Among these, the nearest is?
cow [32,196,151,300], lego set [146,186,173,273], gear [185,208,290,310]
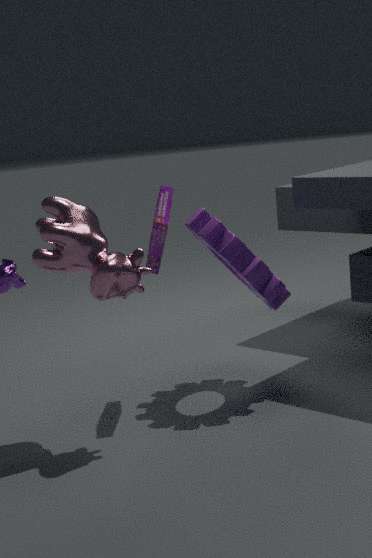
cow [32,196,151,300]
